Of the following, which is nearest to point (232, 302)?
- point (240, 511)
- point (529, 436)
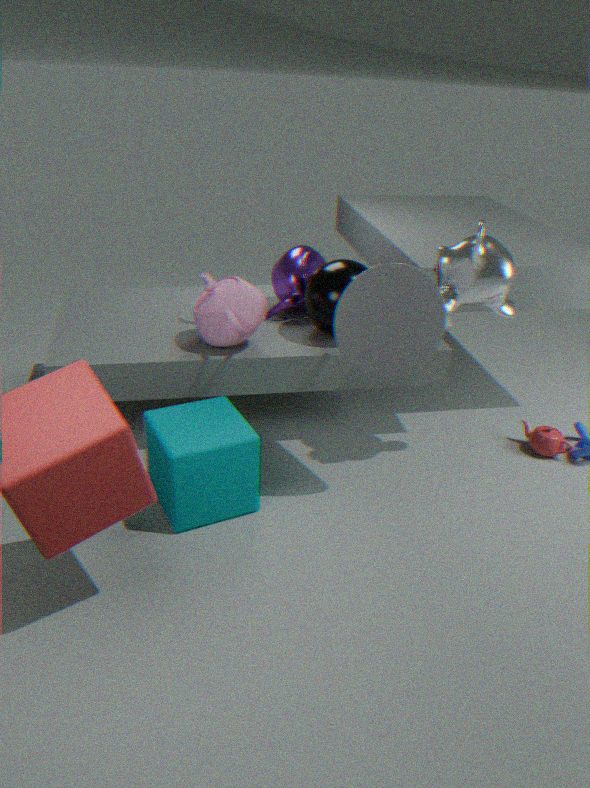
point (240, 511)
